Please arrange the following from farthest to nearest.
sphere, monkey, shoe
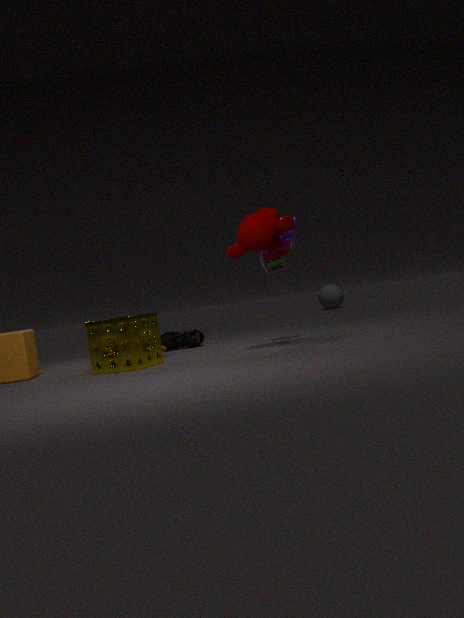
sphere, shoe, monkey
